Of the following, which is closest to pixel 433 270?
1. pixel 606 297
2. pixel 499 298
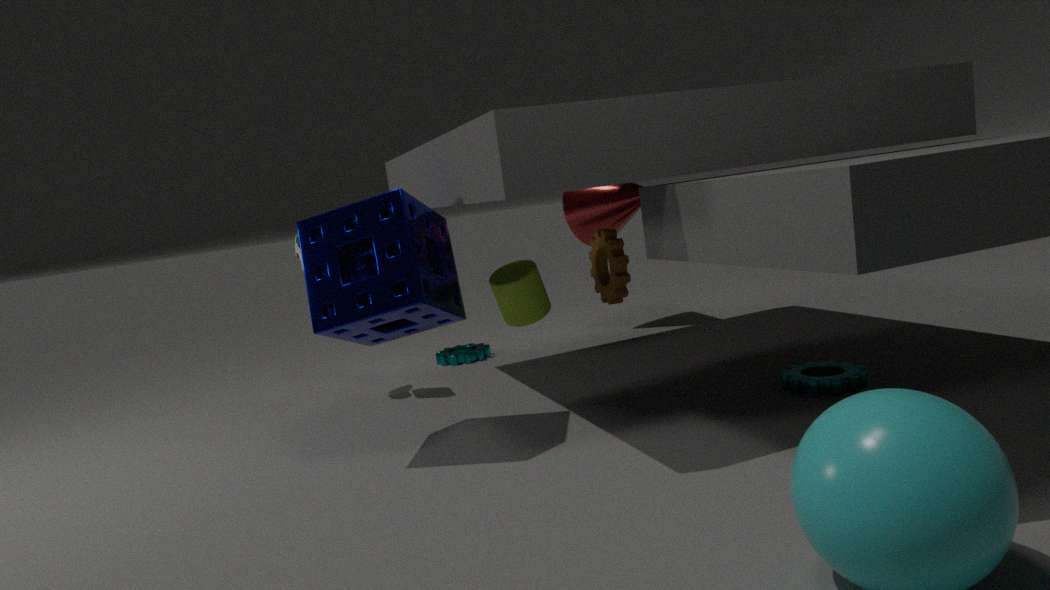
pixel 499 298
